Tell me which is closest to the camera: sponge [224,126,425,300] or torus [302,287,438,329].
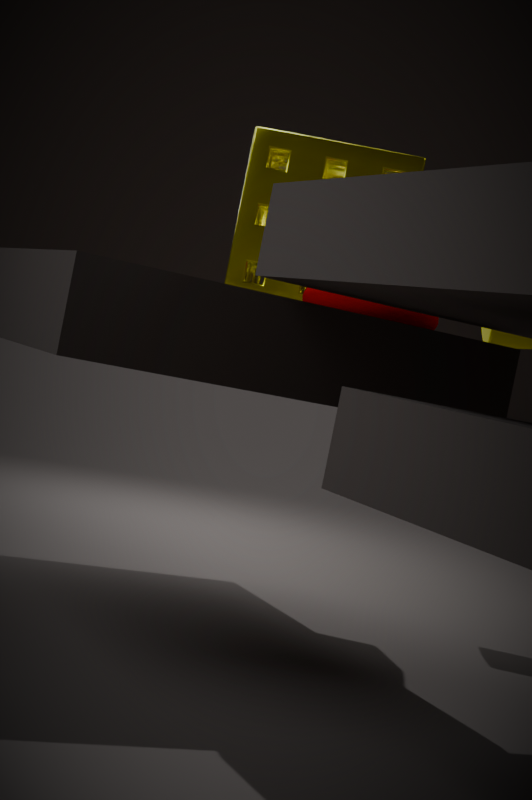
torus [302,287,438,329]
